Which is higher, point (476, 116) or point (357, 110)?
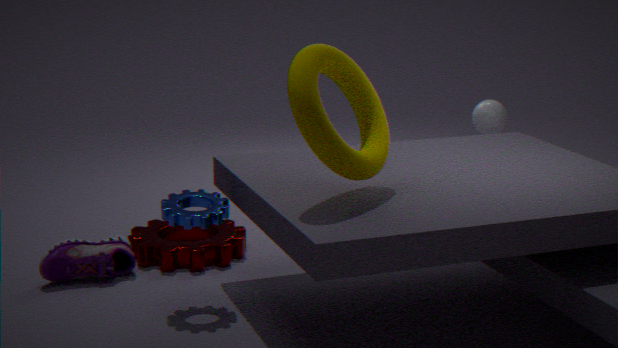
point (357, 110)
